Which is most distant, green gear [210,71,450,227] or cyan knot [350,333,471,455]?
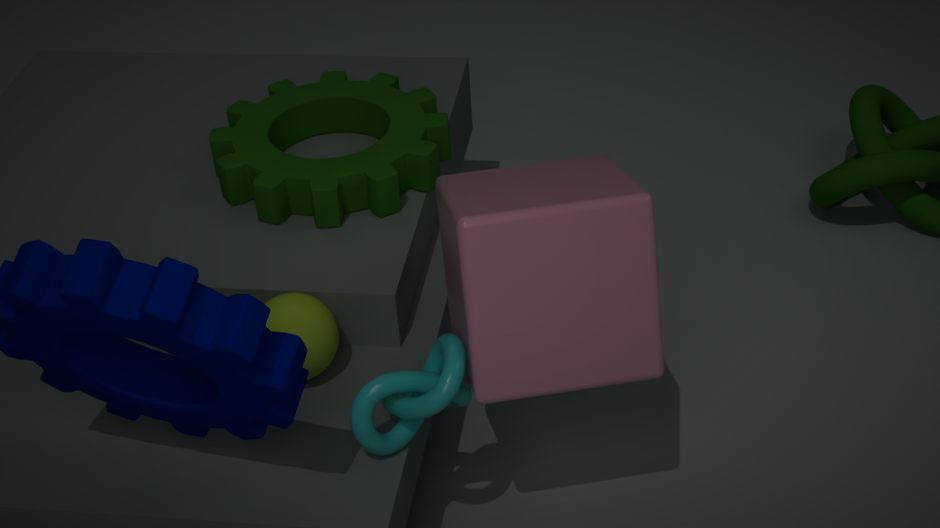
green gear [210,71,450,227]
